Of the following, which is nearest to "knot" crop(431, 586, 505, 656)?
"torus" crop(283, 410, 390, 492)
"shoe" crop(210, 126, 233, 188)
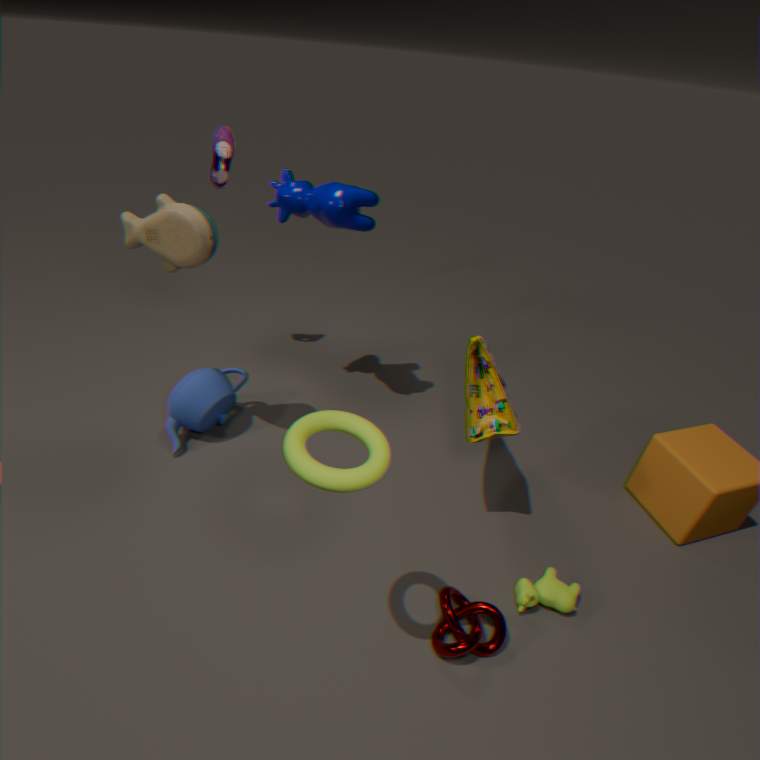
"torus" crop(283, 410, 390, 492)
